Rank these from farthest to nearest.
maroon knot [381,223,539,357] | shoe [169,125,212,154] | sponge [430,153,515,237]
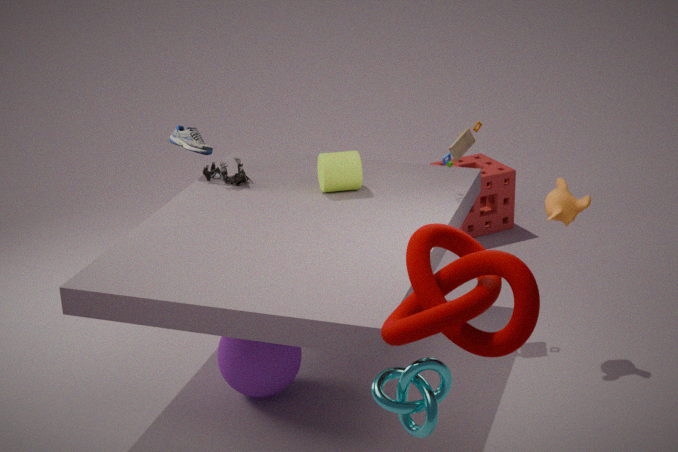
sponge [430,153,515,237]
shoe [169,125,212,154]
maroon knot [381,223,539,357]
